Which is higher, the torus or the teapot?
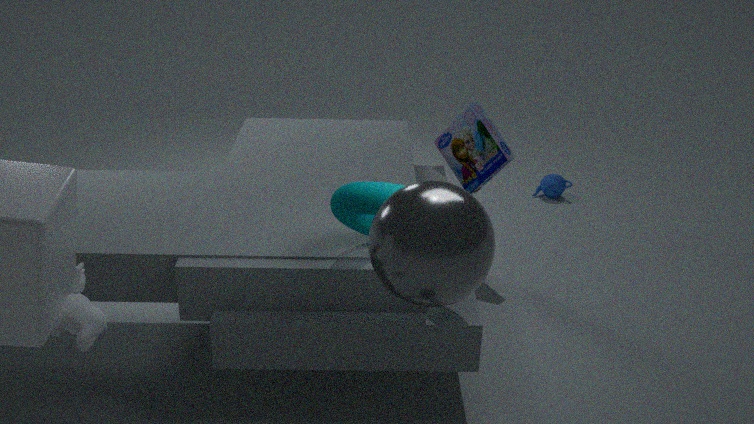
the torus
